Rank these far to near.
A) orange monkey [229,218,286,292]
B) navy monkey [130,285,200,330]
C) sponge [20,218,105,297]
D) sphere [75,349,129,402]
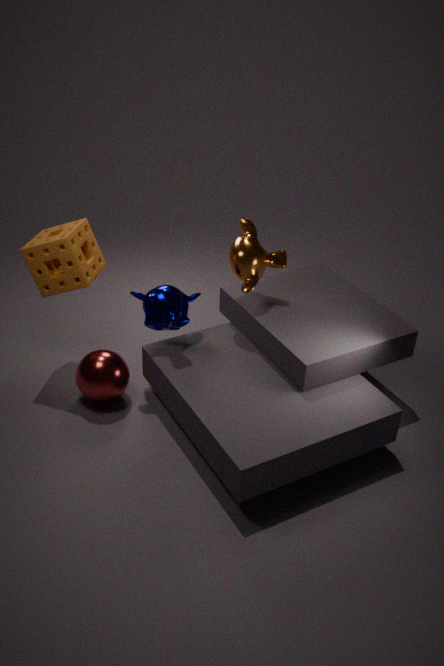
orange monkey [229,218,286,292], navy monkey [130,285,200,330], sponge [20,218,105,297], sphere [75,349,129,402]
